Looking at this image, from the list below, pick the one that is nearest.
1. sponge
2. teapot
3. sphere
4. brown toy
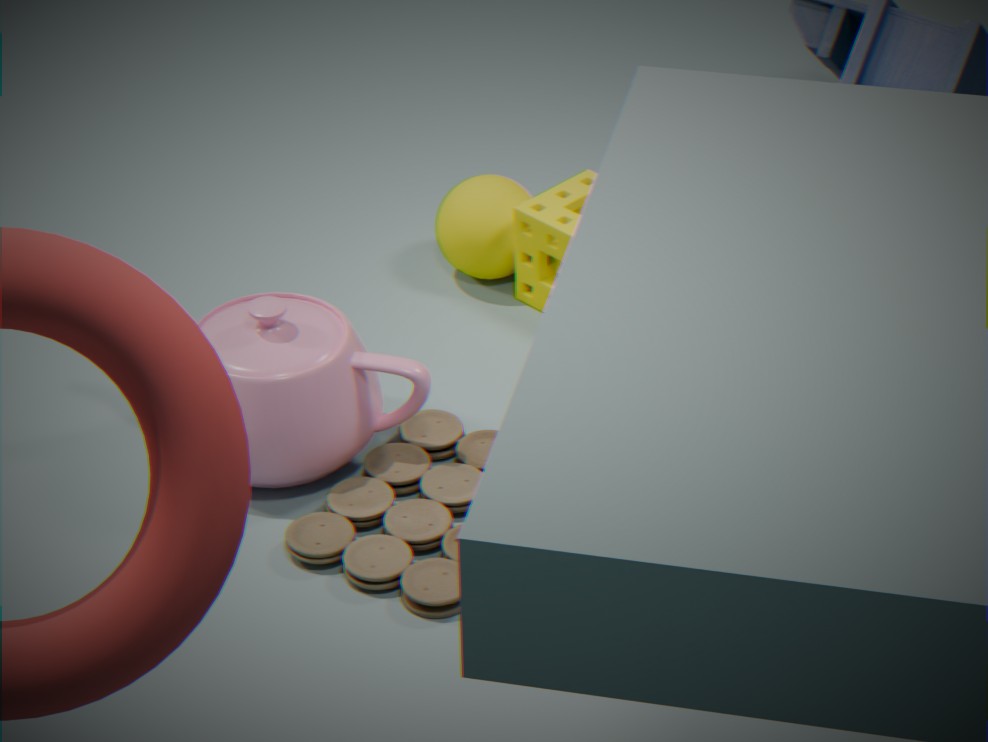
brown toy
